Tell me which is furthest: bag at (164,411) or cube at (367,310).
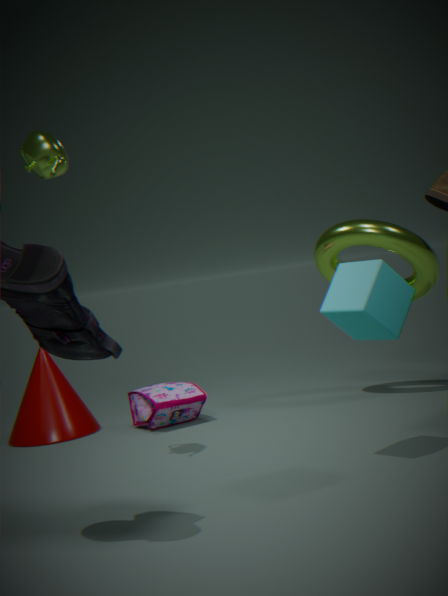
bag at (164,411)
